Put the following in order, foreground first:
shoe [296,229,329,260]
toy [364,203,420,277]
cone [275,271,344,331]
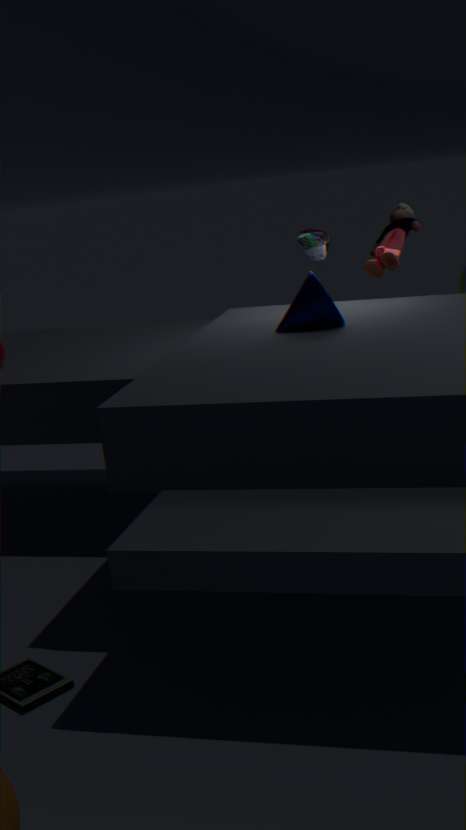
cone [275,271,344,331], shoe [296,229,329,260], toy [364,203,420,277]
